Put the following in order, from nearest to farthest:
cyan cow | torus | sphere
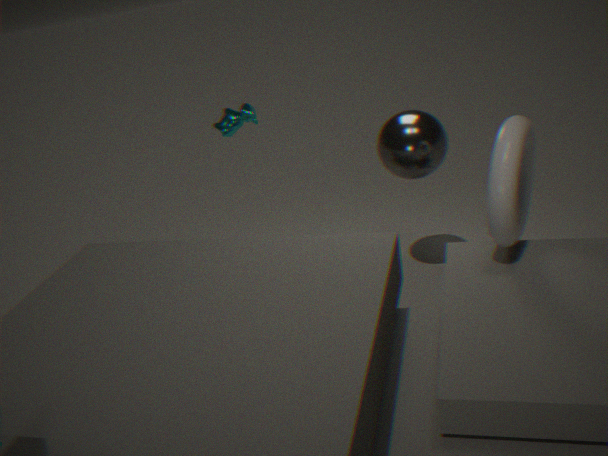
1. torus
2. sphere
3. cyan cow
